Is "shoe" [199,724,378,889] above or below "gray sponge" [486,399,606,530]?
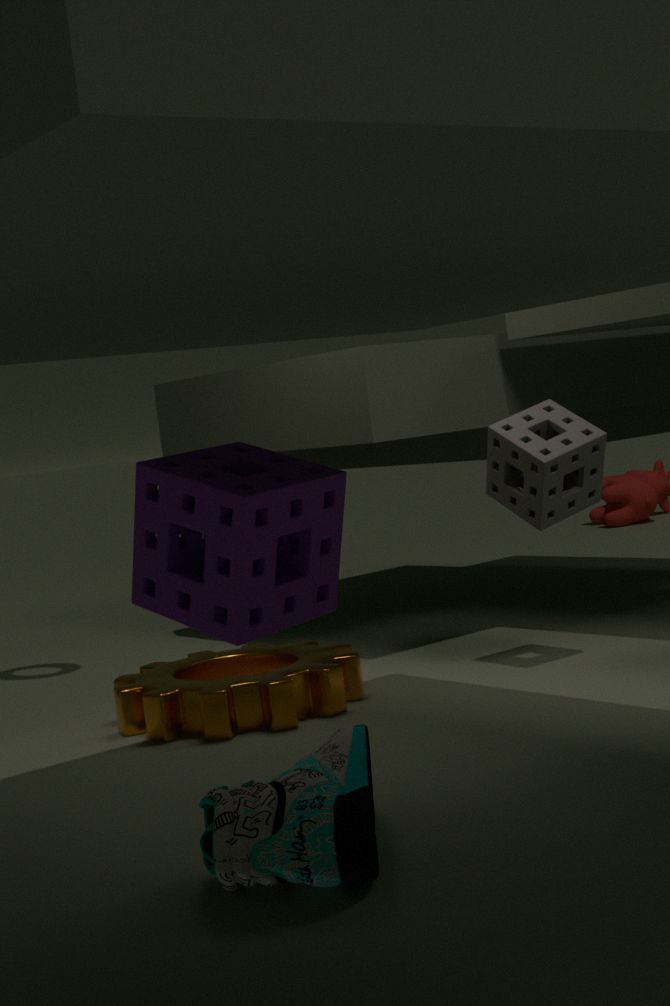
below
